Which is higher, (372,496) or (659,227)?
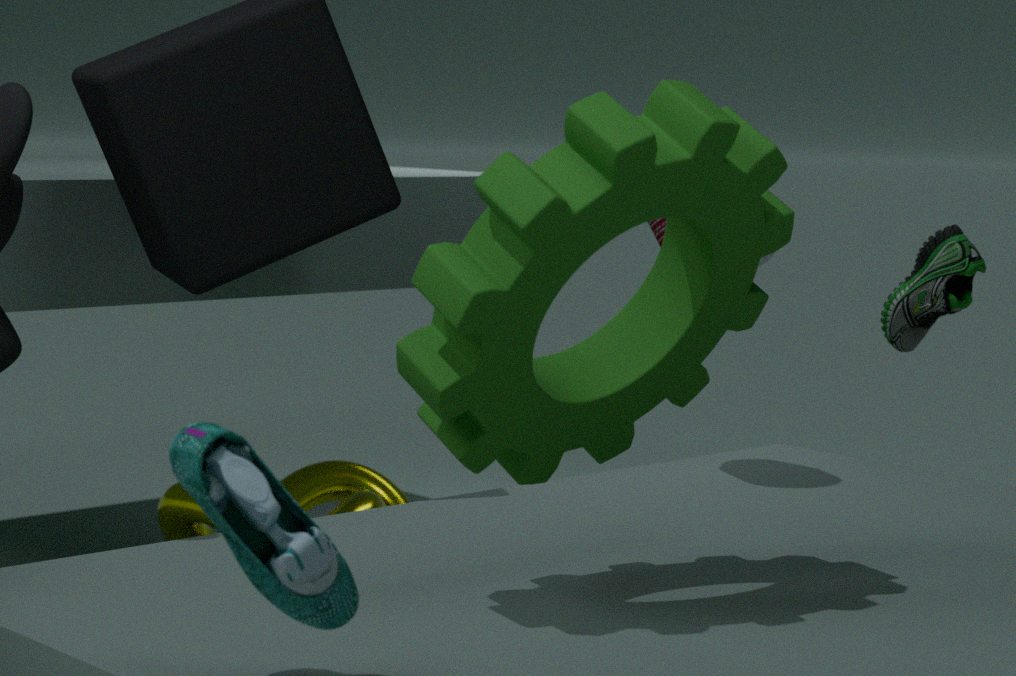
(659,227)
